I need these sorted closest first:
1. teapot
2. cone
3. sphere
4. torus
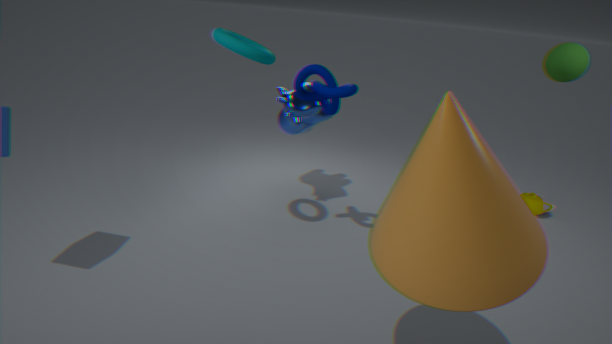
cone < torus < sphere < teapot
